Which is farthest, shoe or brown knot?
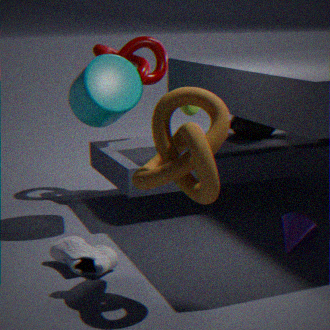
shoe
